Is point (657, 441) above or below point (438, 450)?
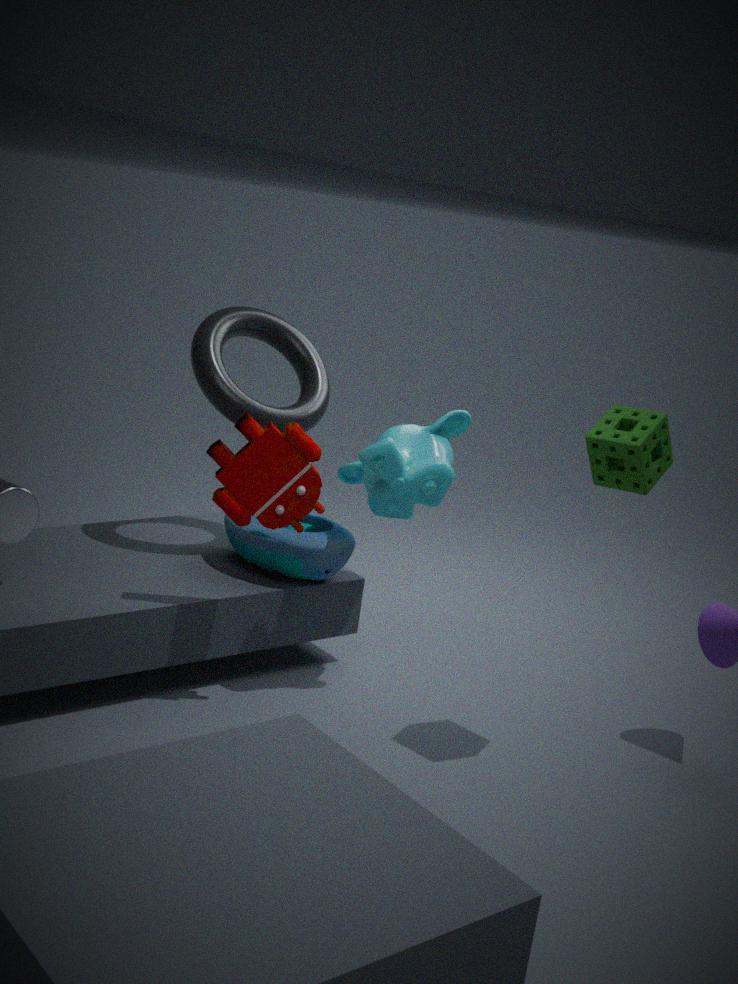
above
